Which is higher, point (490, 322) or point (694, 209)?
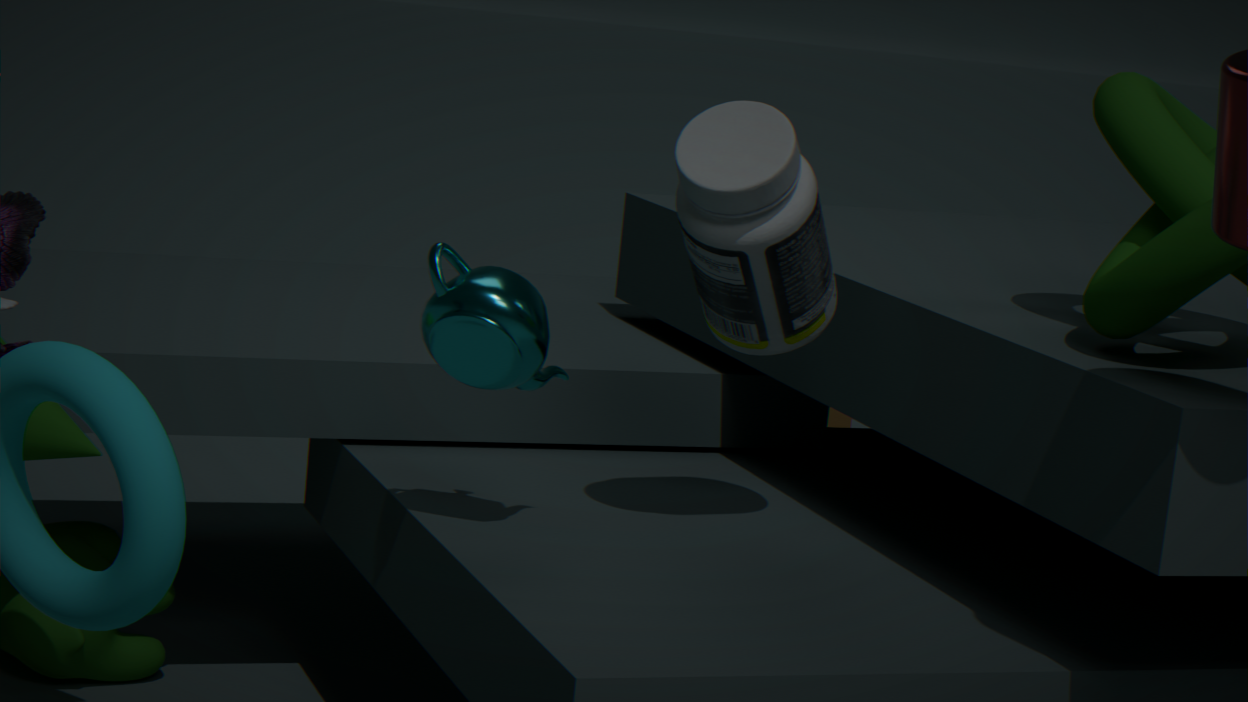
point (694, 209)
